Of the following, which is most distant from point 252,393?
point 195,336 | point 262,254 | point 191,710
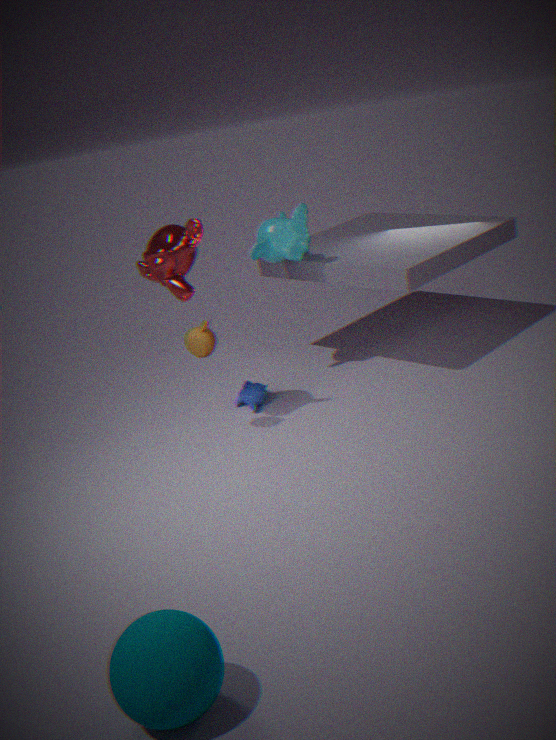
point 191,710
